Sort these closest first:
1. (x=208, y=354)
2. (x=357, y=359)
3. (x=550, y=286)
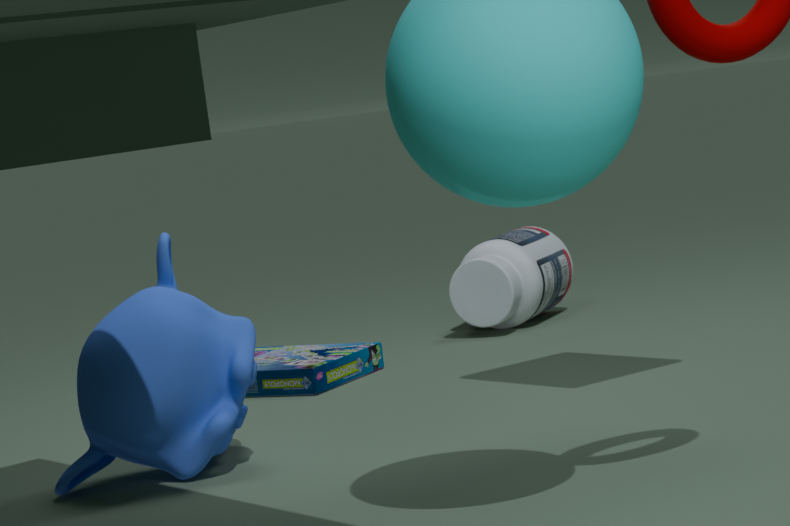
1. (x=208, y=354)
2. (x=357, y=359)
3. (x=550, y=286)
